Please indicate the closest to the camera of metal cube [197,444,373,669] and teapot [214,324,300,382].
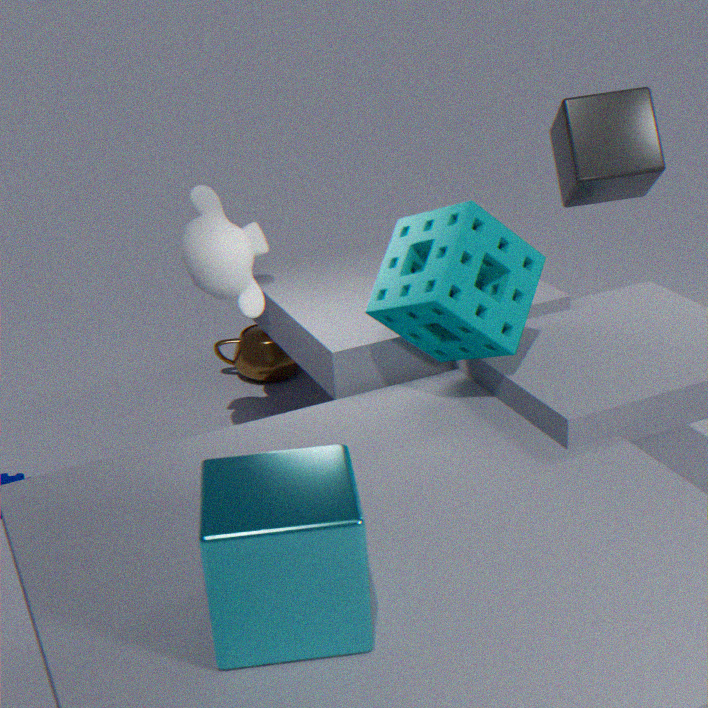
metal cube [197,444,373,669]
